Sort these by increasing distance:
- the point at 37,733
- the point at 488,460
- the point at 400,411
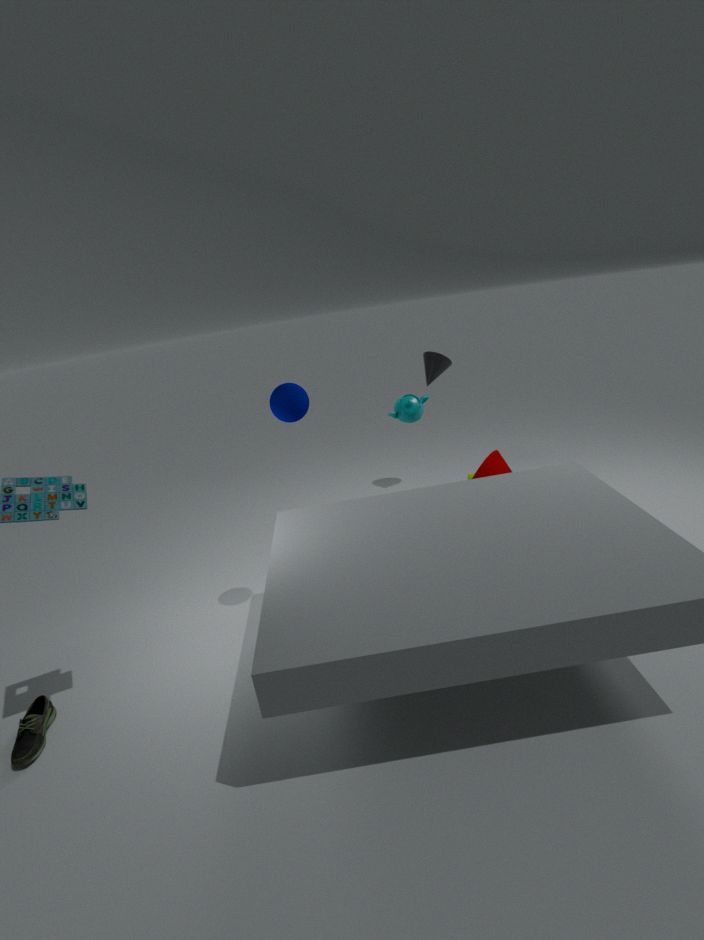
the point at 37,733, the point at 400,411, the point at 488,460
